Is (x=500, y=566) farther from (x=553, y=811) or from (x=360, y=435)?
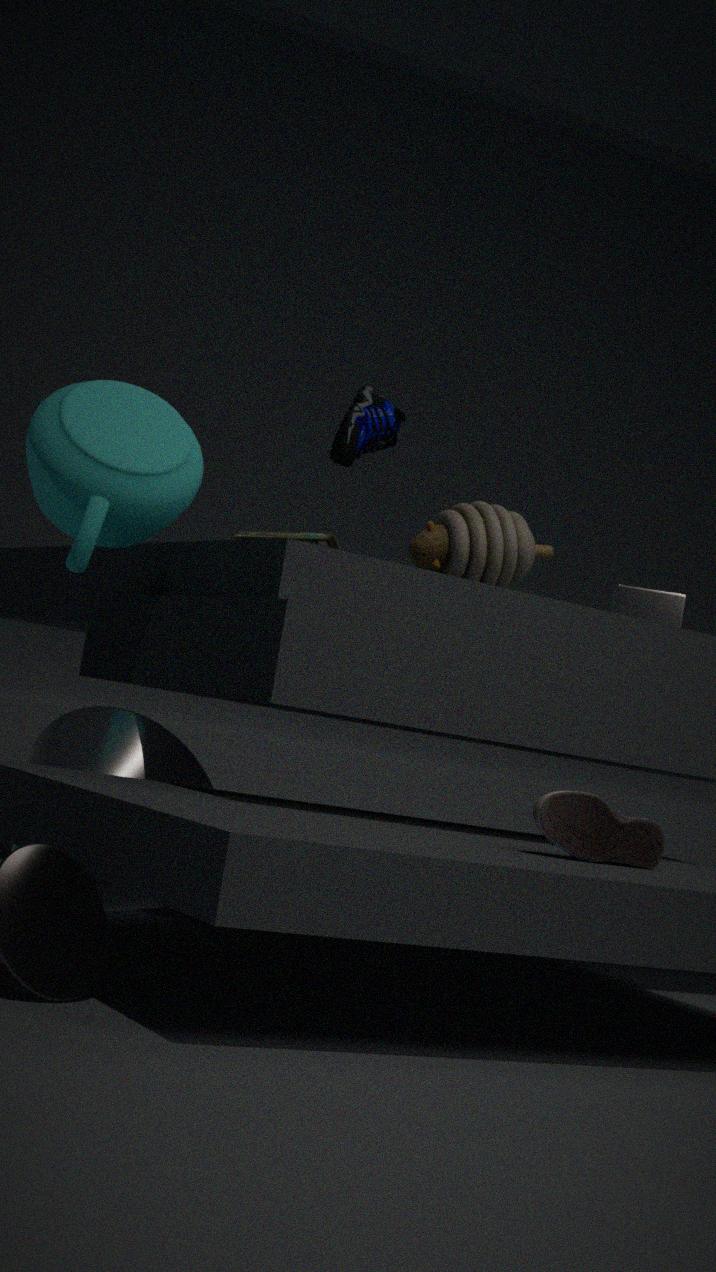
(x=553, y=811)
